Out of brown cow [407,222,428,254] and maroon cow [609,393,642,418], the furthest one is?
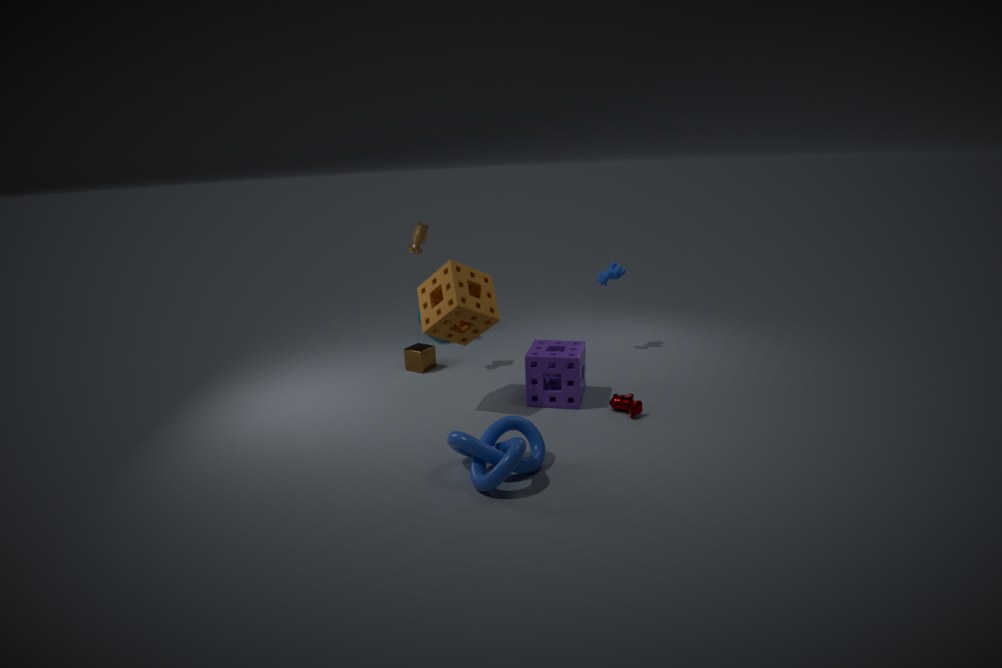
brown cow [407,222,428,254]
